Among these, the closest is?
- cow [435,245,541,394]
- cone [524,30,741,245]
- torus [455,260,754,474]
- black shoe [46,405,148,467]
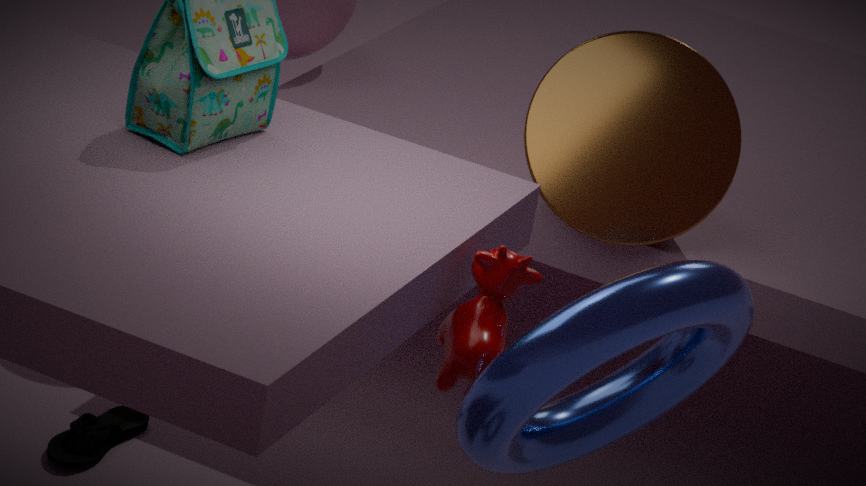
torus [455,260,754,474]
